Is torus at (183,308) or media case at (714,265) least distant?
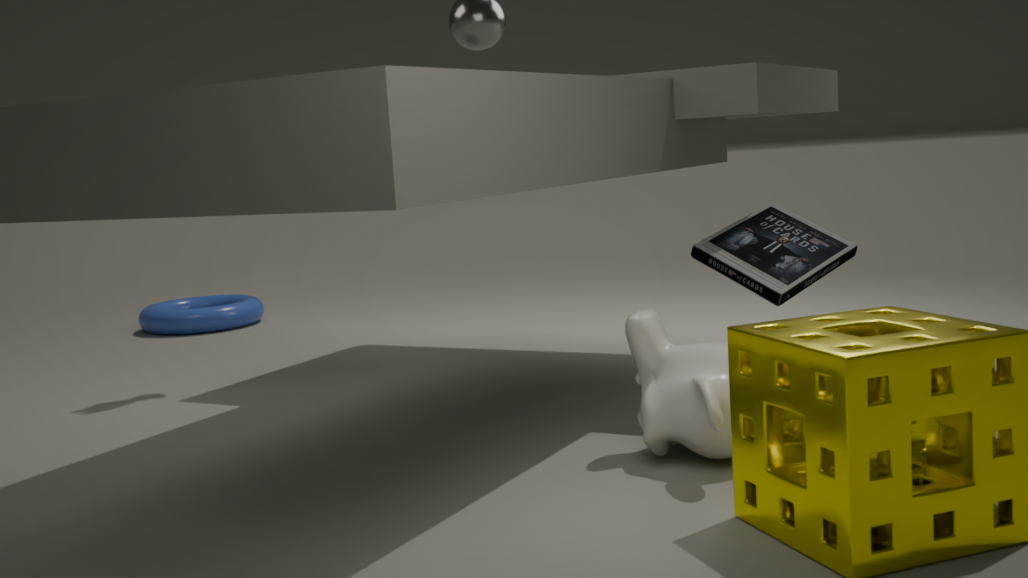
media case at (714,265)
